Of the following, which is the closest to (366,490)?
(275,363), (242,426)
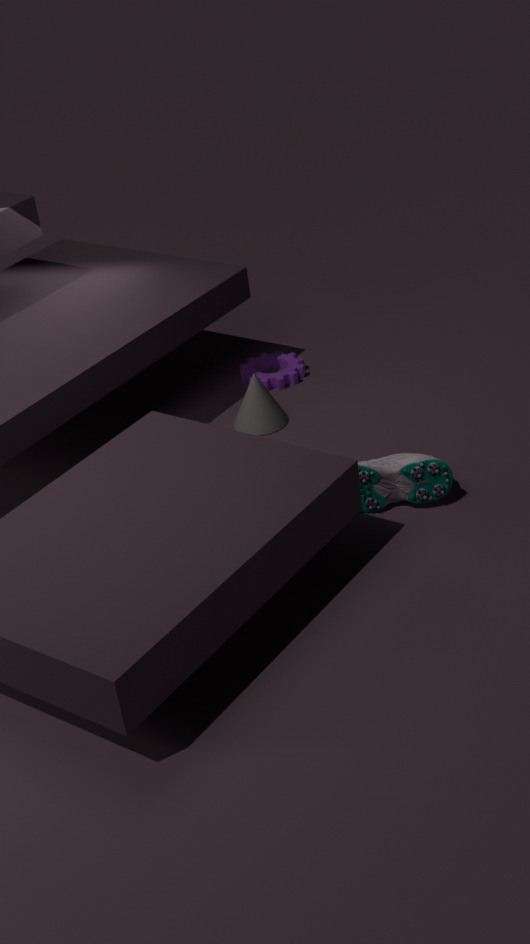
(242,426)
